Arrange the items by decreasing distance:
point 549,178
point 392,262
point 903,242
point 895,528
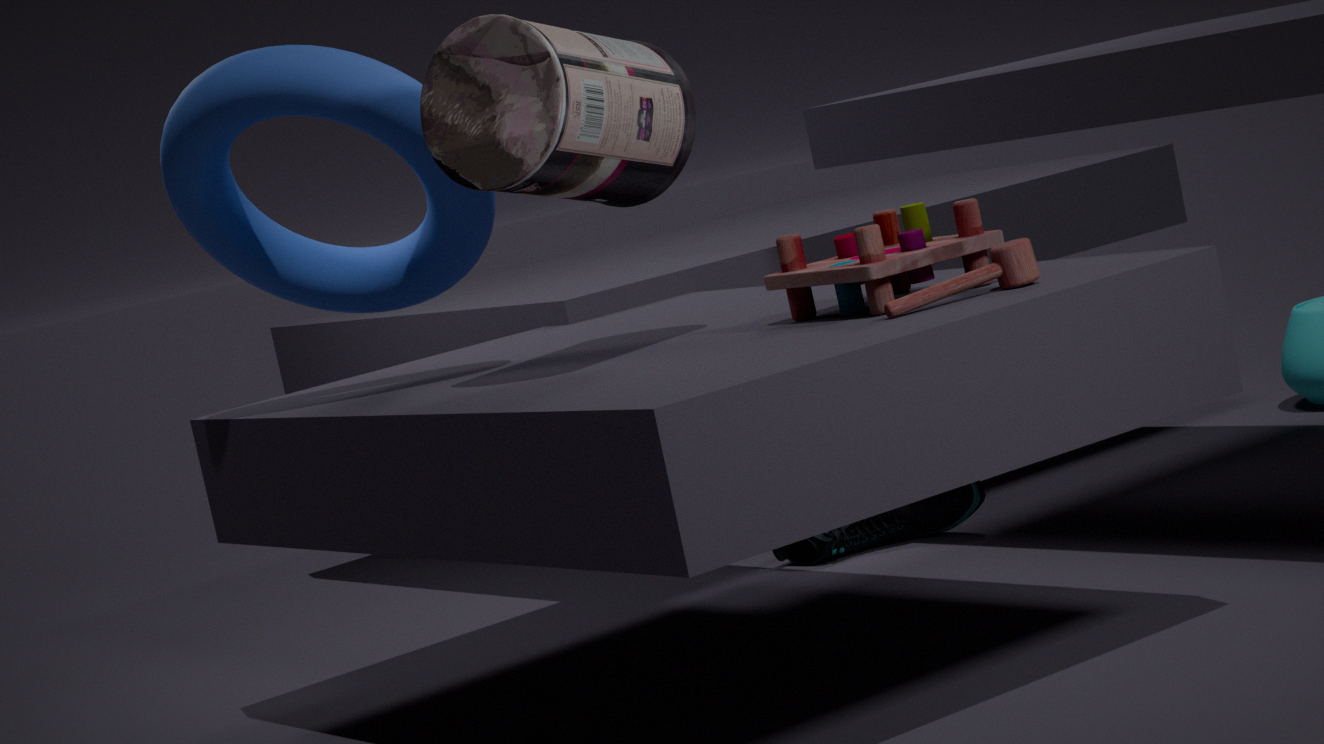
point 895,528
point 392,262
point 903,242
point 549,178
